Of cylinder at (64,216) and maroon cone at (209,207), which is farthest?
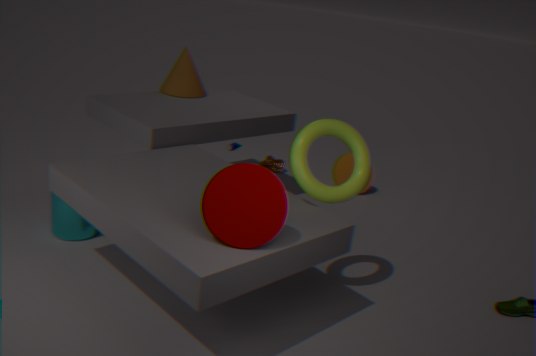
cylinder at (64,216)
